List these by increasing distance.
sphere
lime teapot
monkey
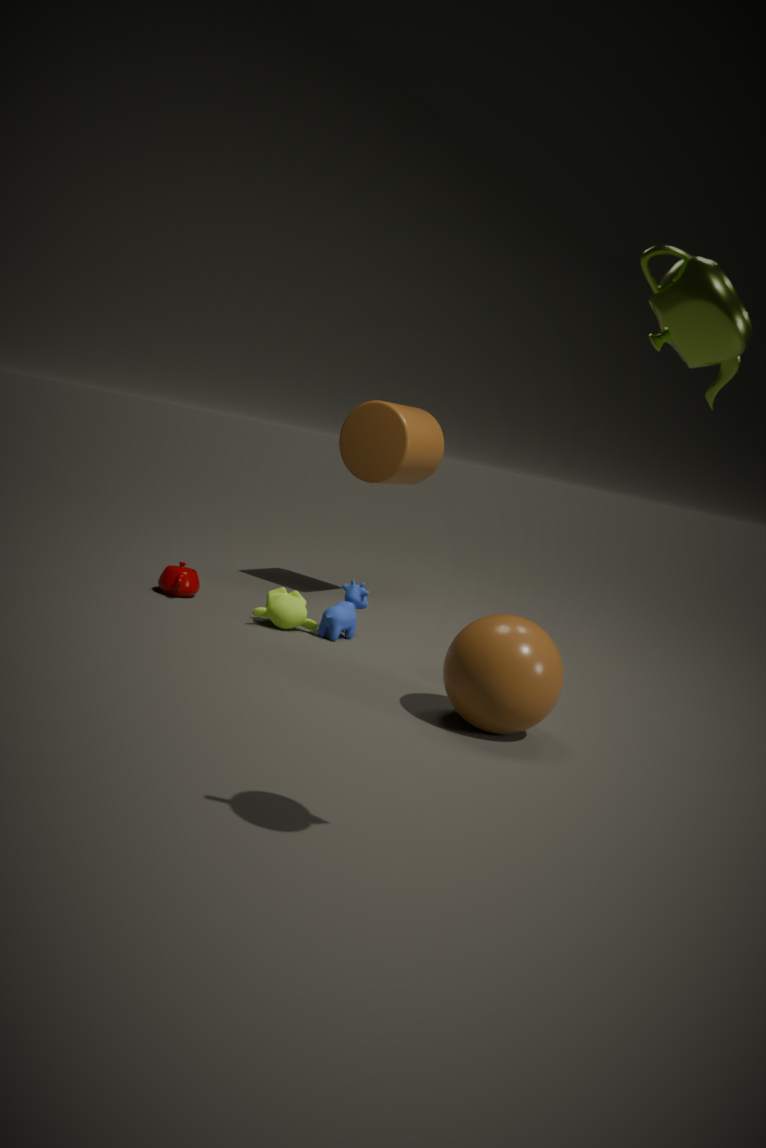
lime teapot < sphere < monkey
